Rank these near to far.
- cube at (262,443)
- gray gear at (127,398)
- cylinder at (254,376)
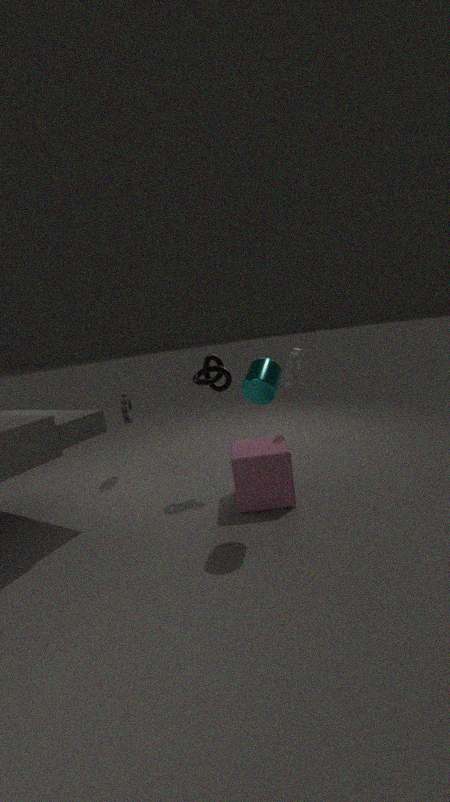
1. cylinder at (254,376)
2. cube at (262,443)
3. gray gear at (127,398)
